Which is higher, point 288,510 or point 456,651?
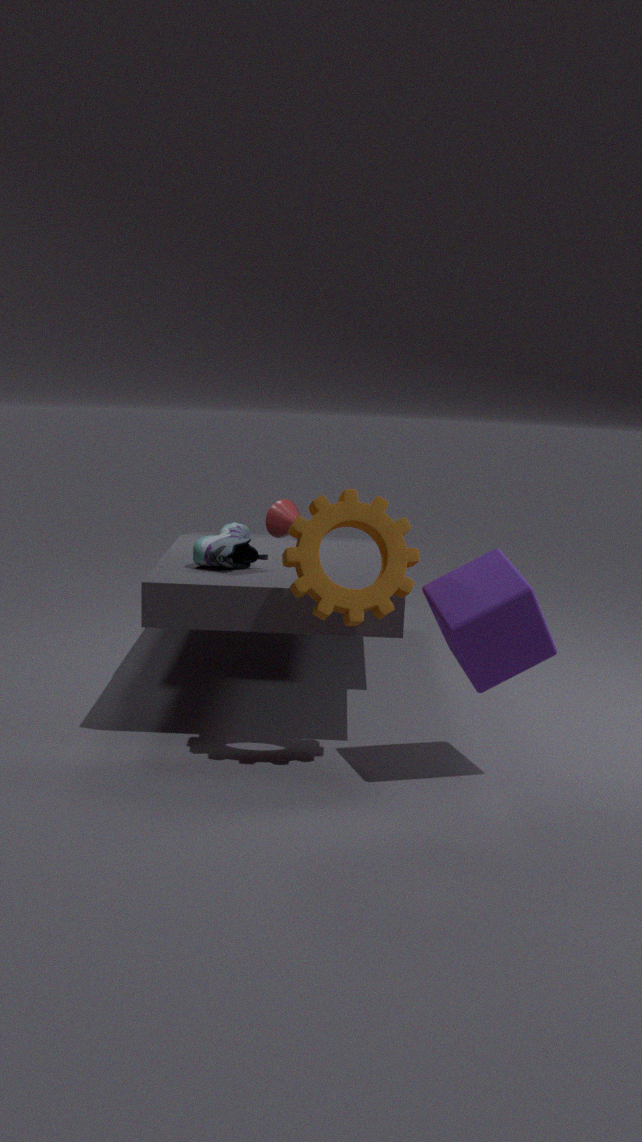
point 288,510
